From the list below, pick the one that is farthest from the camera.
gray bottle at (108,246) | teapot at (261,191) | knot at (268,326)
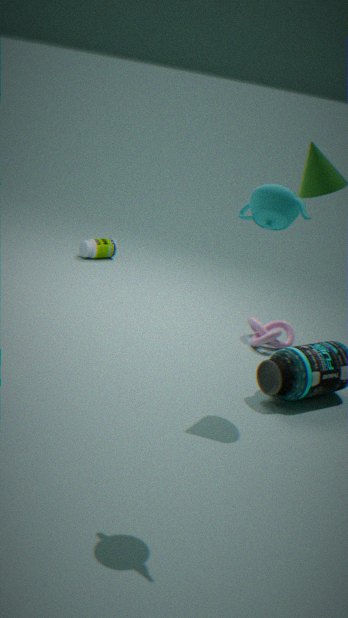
gray bottle at (108,246)
